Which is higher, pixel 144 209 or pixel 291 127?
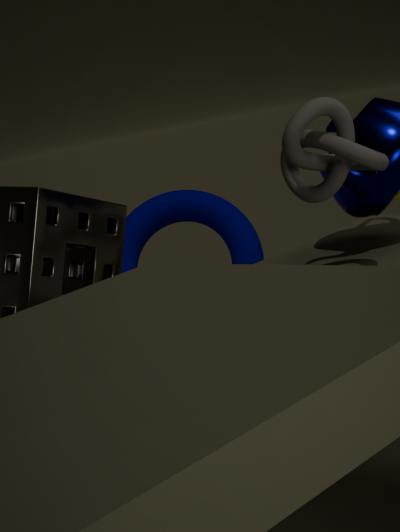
pixel 291 127
